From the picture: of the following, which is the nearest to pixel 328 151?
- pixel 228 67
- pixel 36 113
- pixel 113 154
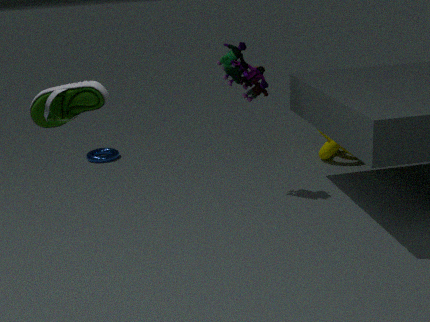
pixel 228 67
